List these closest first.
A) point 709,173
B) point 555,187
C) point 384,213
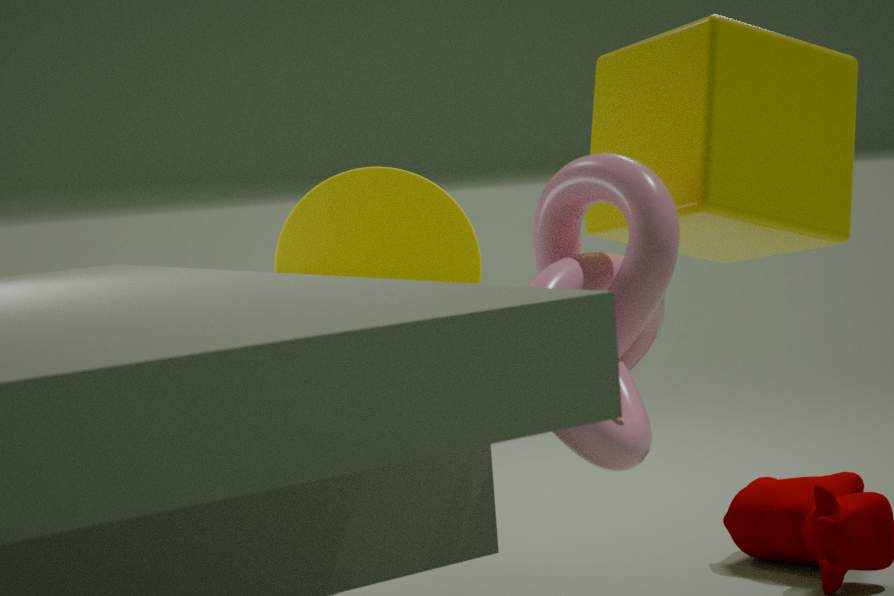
point 555,187 → point 709,173 → point 384,213
